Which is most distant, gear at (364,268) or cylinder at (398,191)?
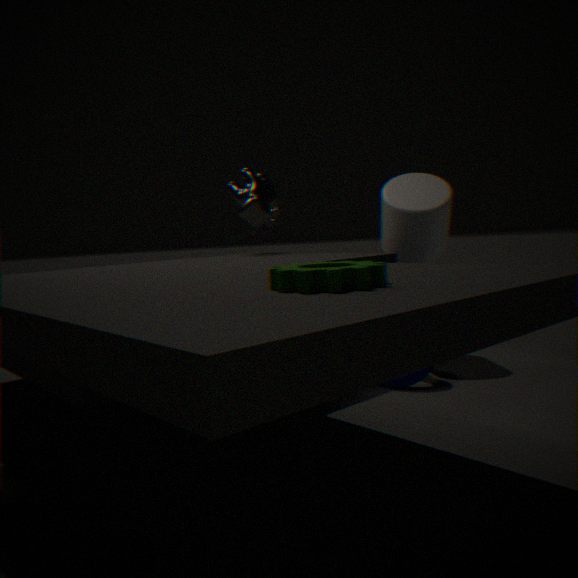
cylinder at (398,191)
